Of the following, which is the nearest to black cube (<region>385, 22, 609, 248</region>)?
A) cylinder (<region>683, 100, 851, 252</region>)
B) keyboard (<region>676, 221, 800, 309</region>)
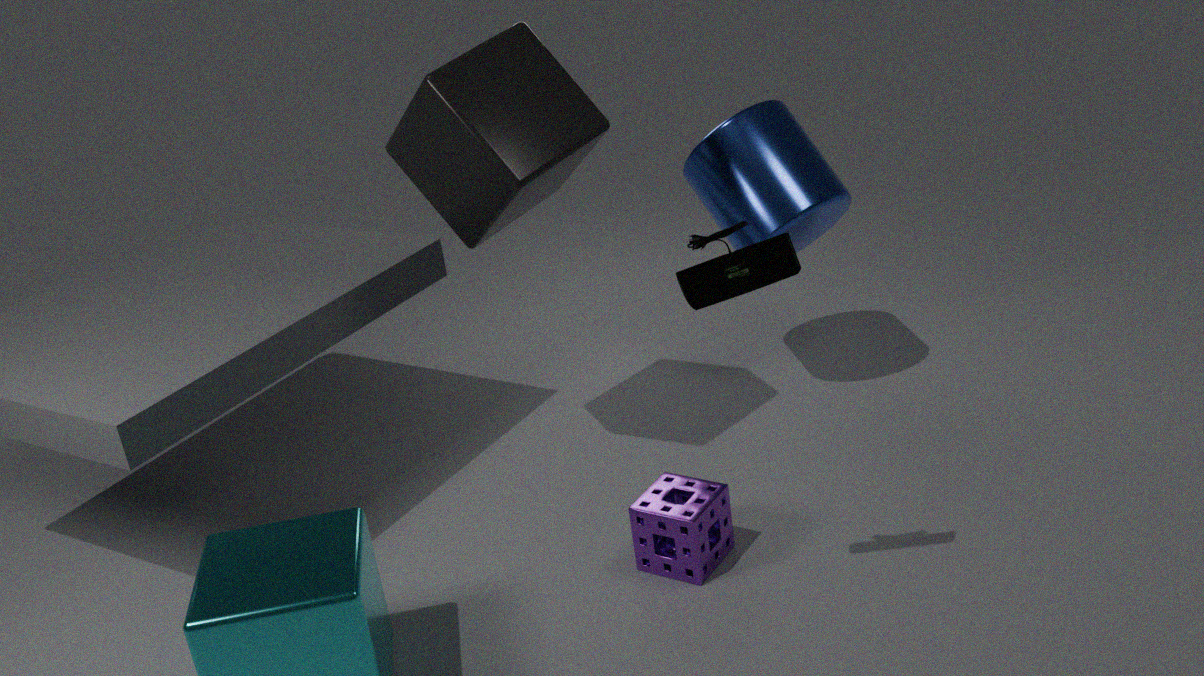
cylinder (<region>683, 100, 851, 252</region>)
